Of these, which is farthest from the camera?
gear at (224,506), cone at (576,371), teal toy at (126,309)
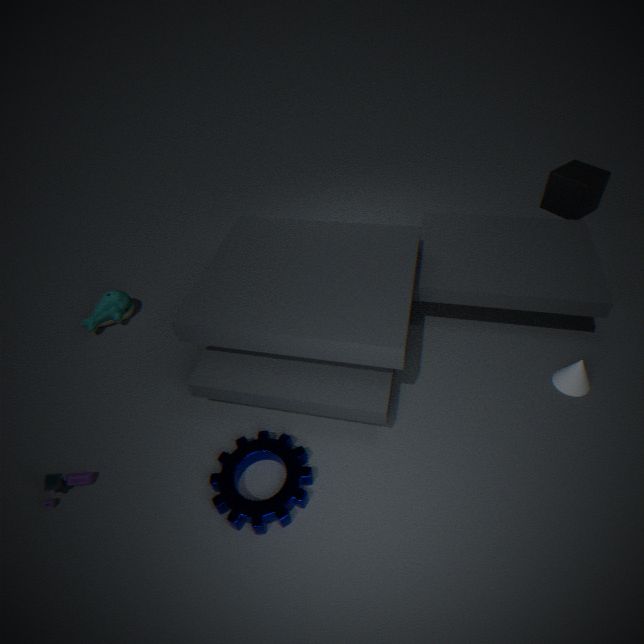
teal toy at (126,309)
